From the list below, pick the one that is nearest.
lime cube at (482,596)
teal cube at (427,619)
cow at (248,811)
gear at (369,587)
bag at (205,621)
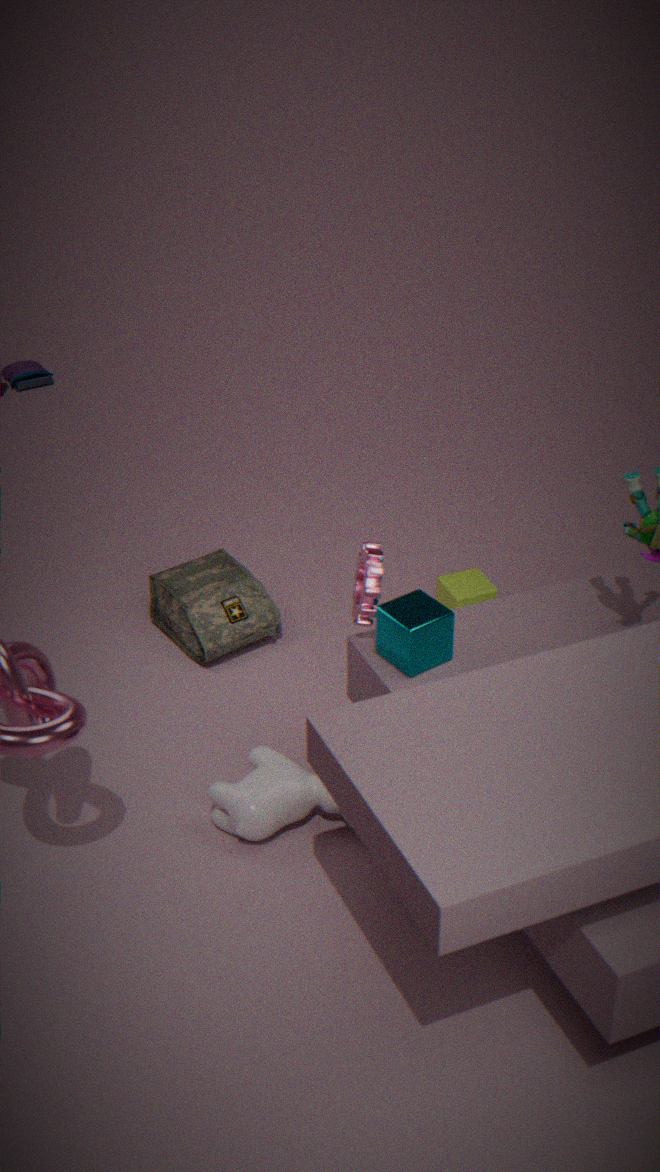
teal cube at (427,619)
